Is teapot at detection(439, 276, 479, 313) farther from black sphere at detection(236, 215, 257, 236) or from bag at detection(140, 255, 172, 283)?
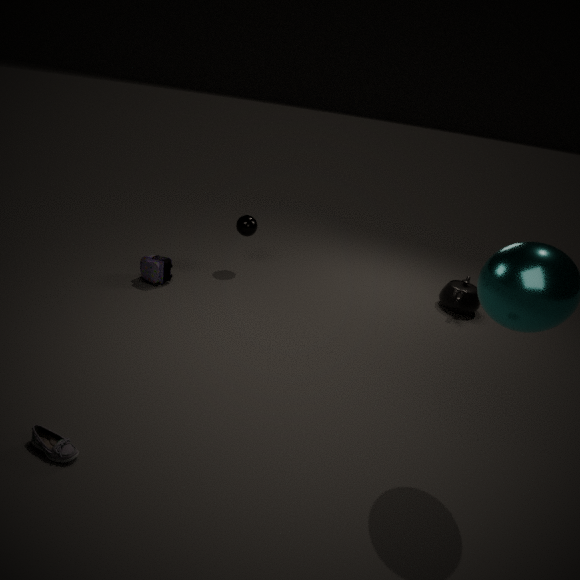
bag at detection(140, 255, 172, 283)
